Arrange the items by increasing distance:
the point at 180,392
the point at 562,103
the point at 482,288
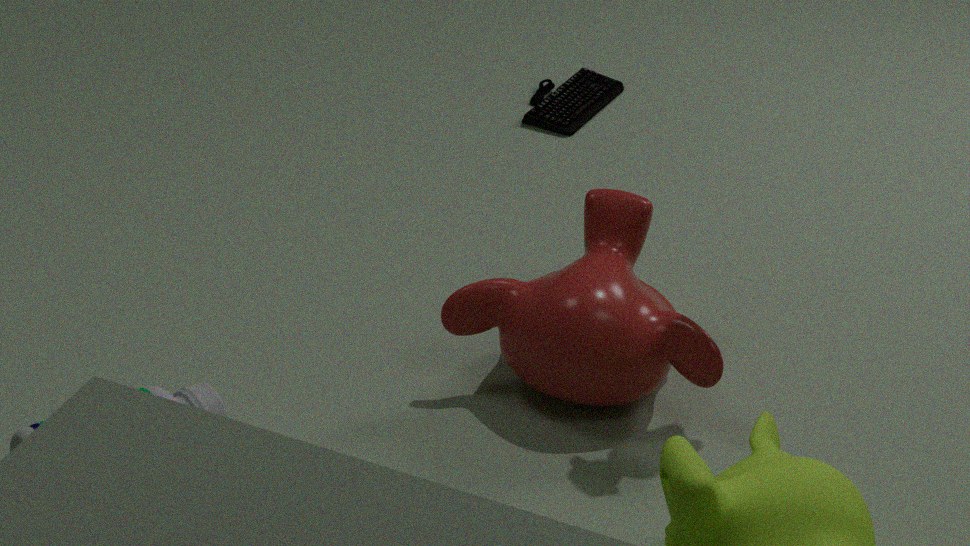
the point at 180,392 < the point at 482,288 < the point at 562,103
